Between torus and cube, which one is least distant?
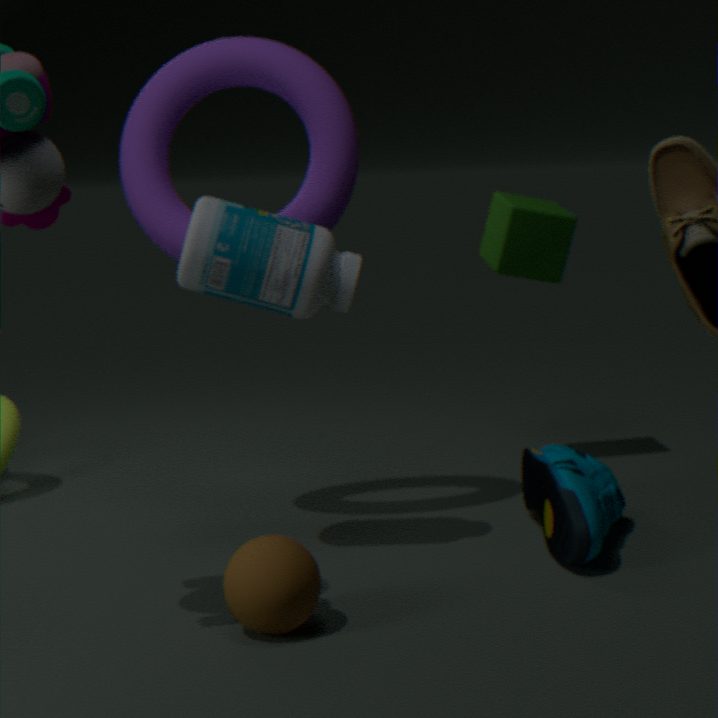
torus
